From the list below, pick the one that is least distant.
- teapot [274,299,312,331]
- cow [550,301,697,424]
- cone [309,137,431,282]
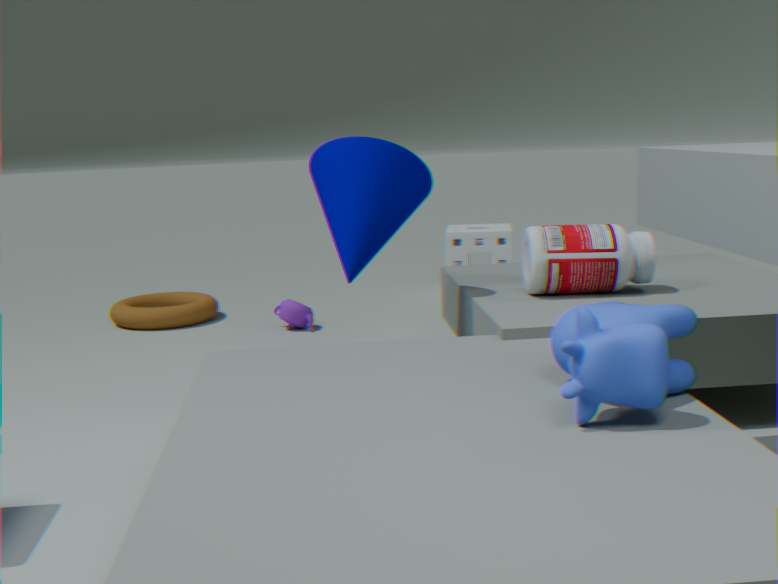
cow [550,301,697,424]
